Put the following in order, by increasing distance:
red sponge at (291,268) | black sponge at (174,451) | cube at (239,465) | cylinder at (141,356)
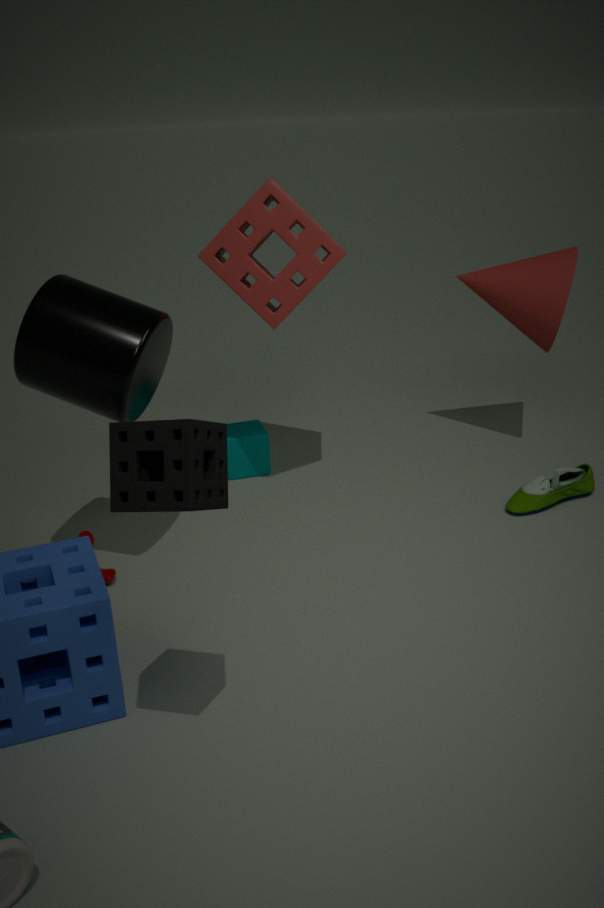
black sponge at (174,451)
cylinder at (141,356)
red sponge at (291,268)
cube at (239,465)
